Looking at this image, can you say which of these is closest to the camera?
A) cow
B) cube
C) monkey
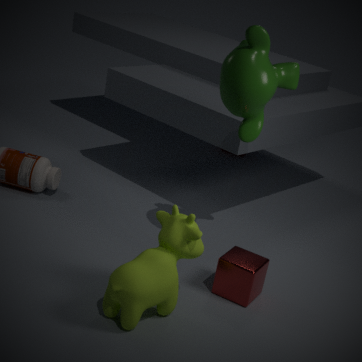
cow
